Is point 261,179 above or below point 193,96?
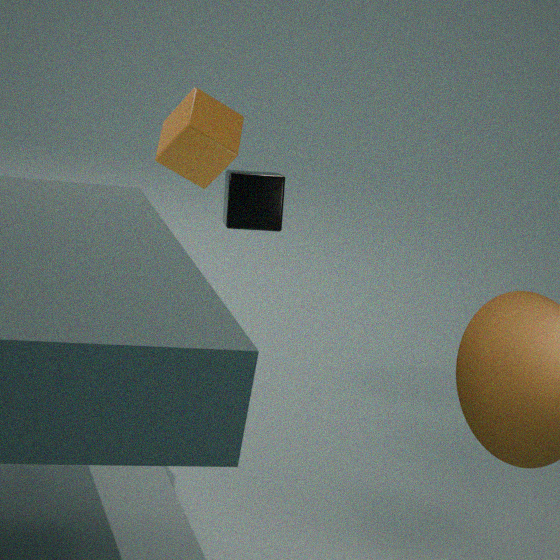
below
